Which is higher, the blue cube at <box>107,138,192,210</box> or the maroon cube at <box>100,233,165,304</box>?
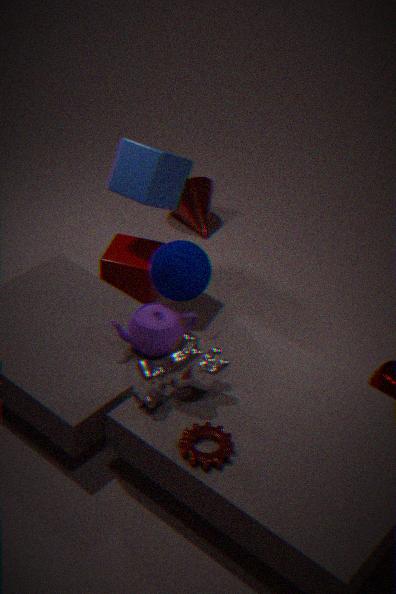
the blue cube at <box>107,138,192,210</box>
